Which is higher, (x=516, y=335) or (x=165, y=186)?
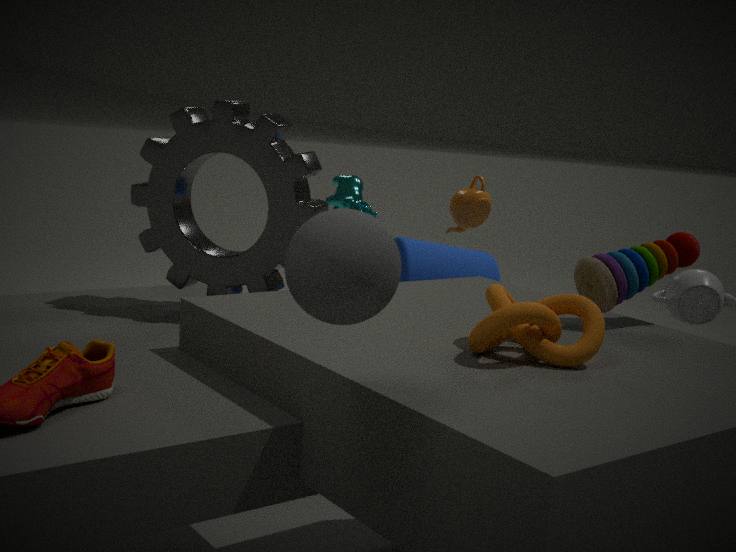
(x=165, y=186)
